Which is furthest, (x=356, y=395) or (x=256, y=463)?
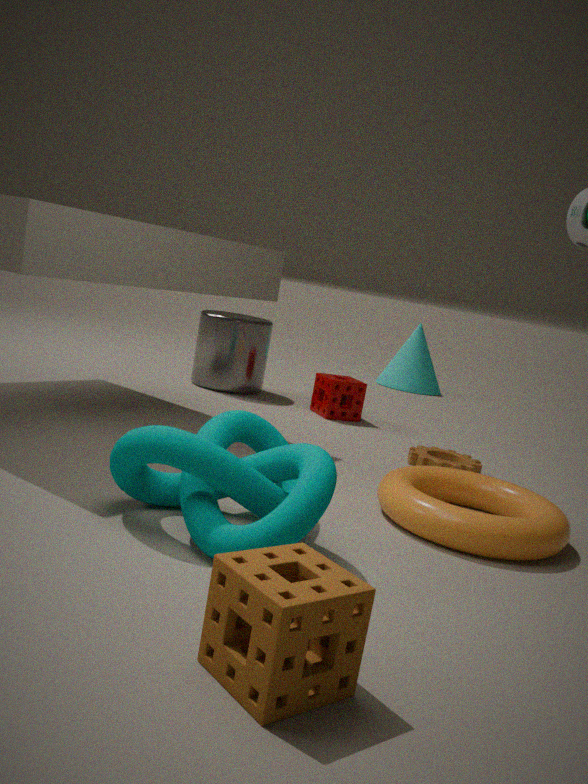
(x=356, y=395)
